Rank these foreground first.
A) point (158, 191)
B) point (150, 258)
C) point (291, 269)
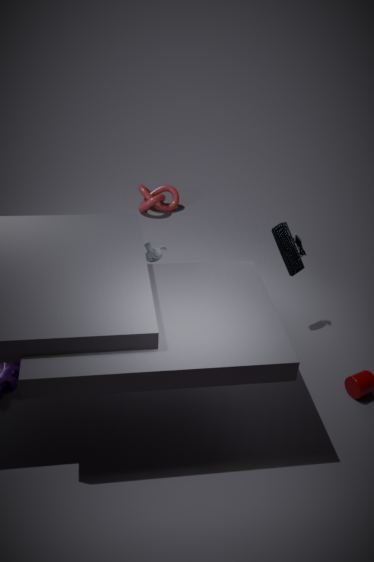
point (291, 269), point (150, 258), point (158, 191)
